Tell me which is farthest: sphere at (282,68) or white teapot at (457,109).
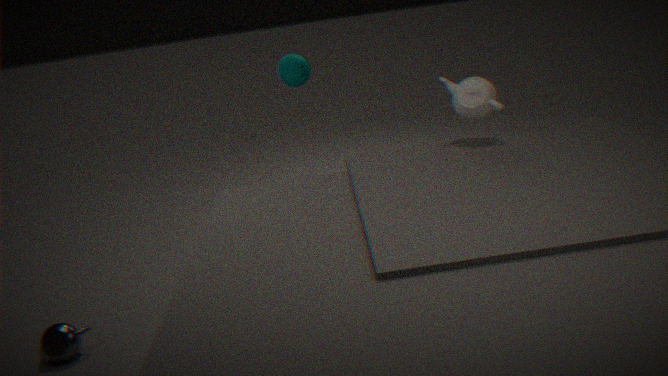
sphere at (282,68)
